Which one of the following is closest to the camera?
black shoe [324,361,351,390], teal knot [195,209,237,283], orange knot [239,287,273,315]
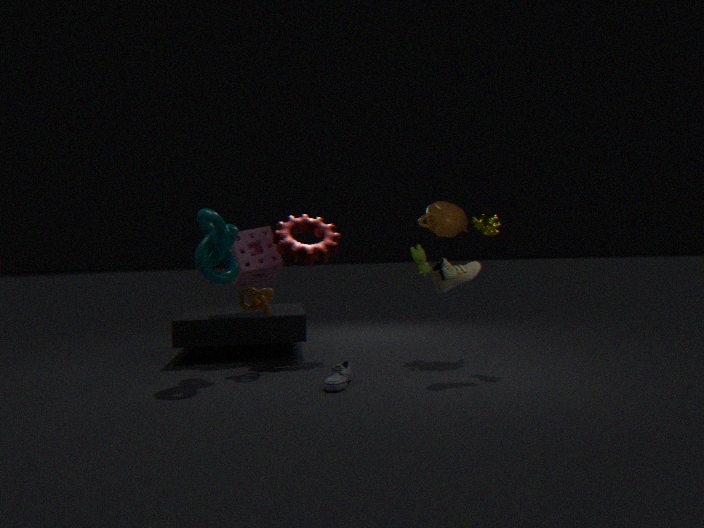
black shoe [324,361,351,390]
